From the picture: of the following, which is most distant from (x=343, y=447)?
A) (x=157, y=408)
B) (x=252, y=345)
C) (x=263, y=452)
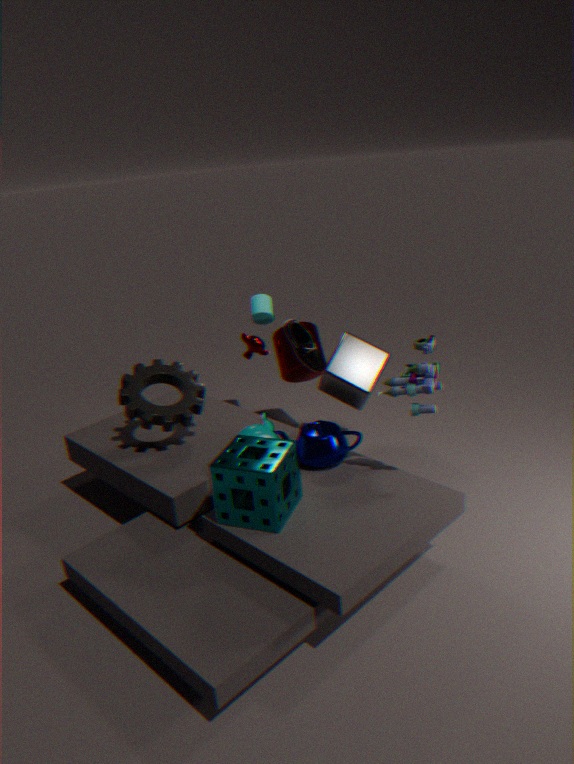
(x=252, y=345)
